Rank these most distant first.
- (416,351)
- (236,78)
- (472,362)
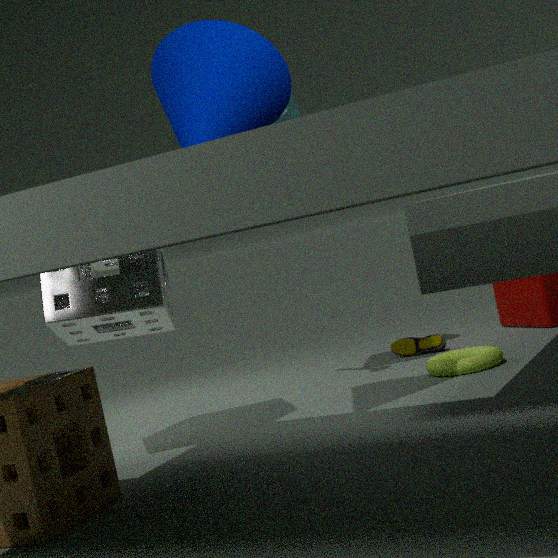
1. (416,351)
2. (472,362)
3. (236,78)
